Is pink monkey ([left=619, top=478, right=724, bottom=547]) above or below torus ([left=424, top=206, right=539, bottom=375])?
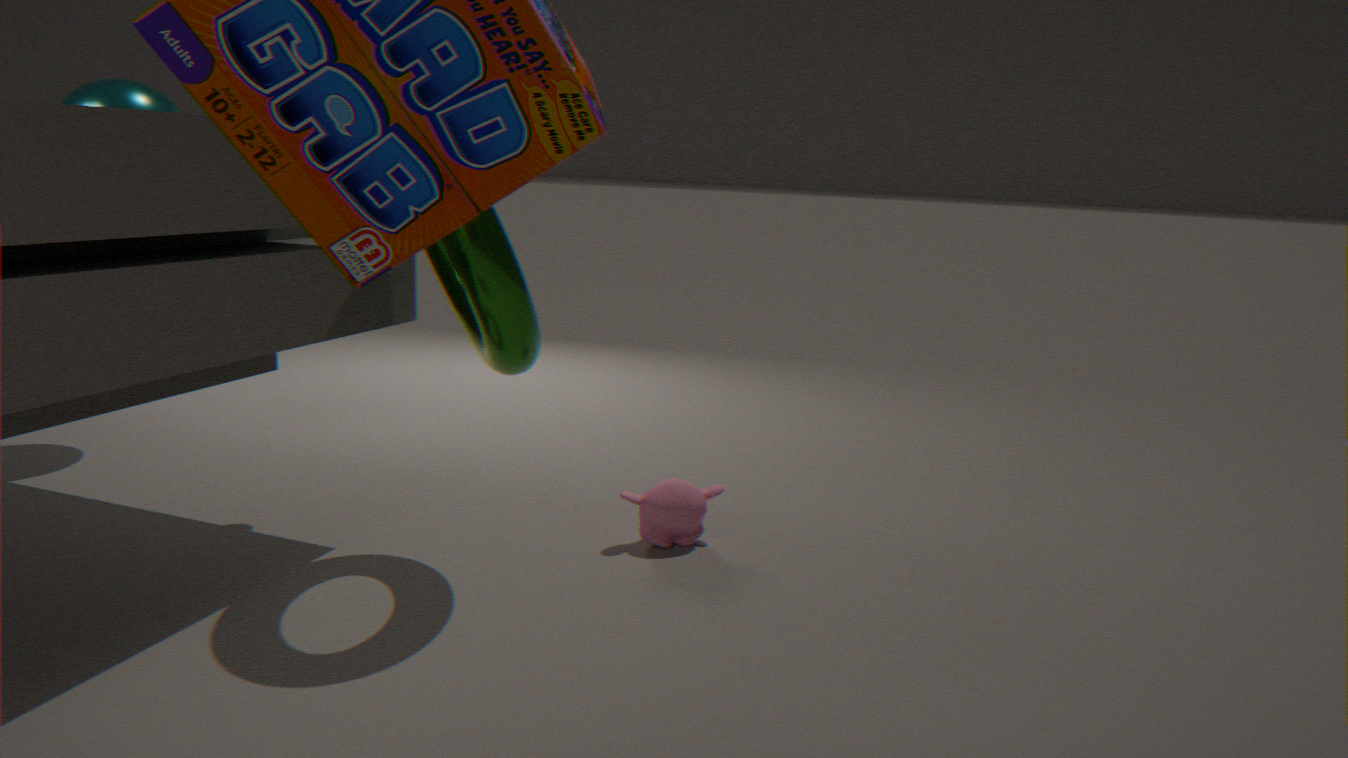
below
